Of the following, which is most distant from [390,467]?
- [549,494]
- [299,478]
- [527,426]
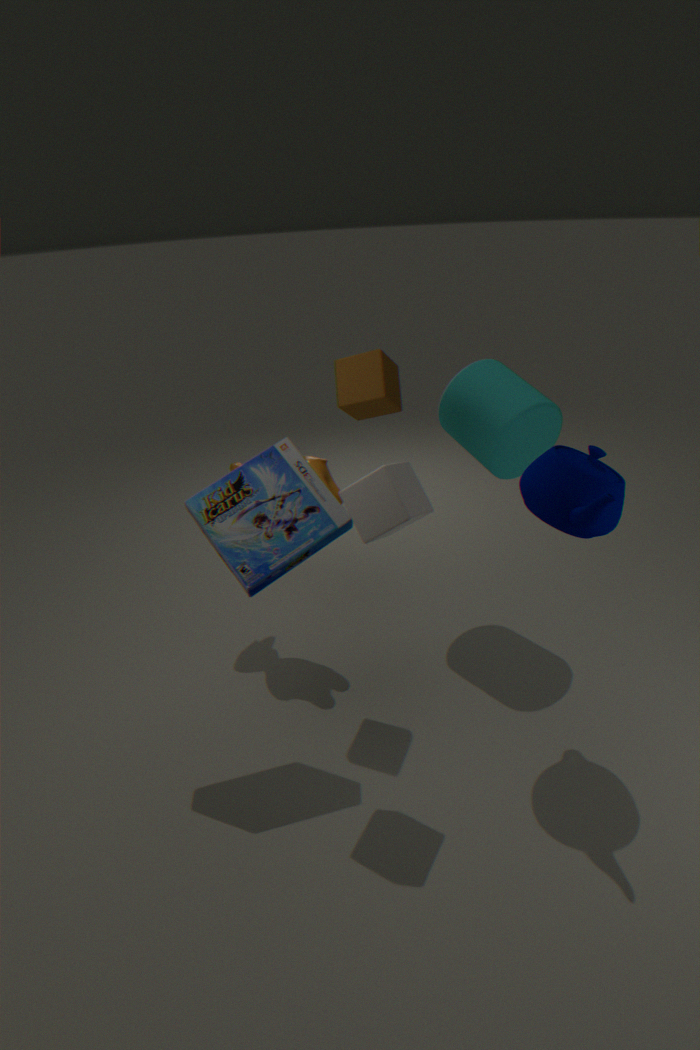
[527,426]
